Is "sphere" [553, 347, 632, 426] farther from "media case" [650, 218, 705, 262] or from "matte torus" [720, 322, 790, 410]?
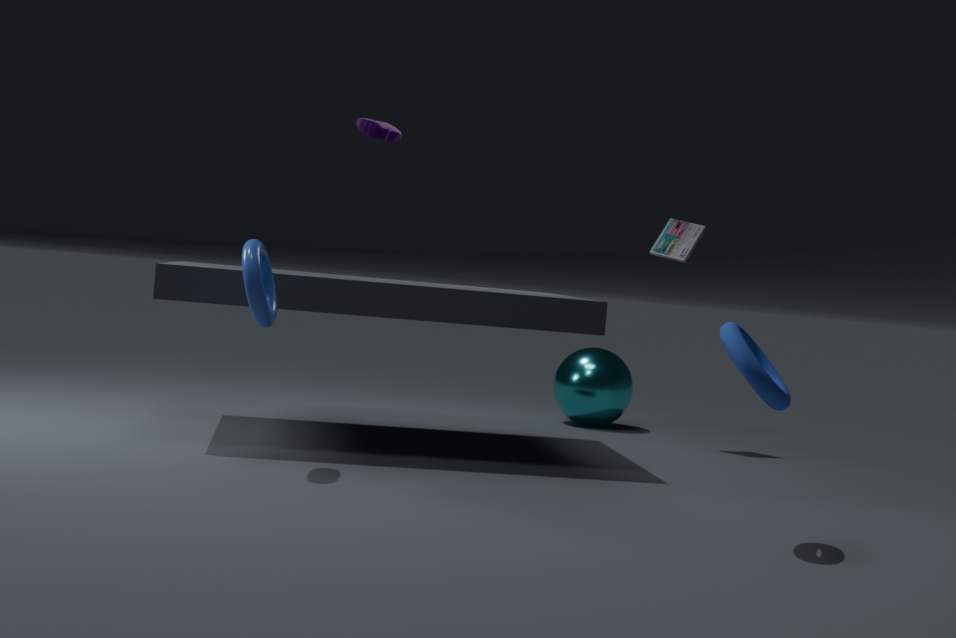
"matte torus" [720, 322, 790, 410]
